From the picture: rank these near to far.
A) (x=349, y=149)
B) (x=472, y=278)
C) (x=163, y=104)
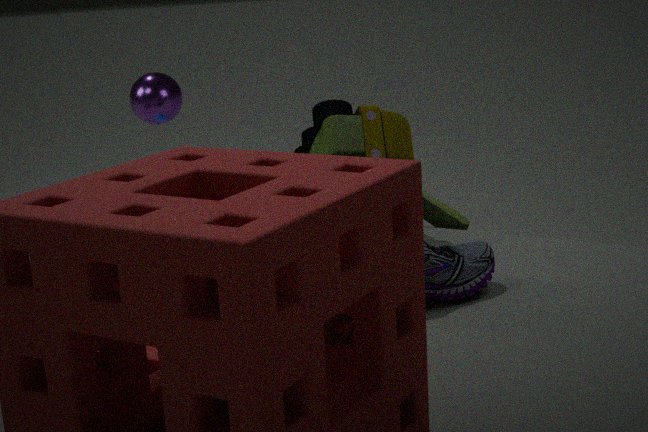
(x=472, y=278)
(x=349, y=149)
(x=163, y=104)
